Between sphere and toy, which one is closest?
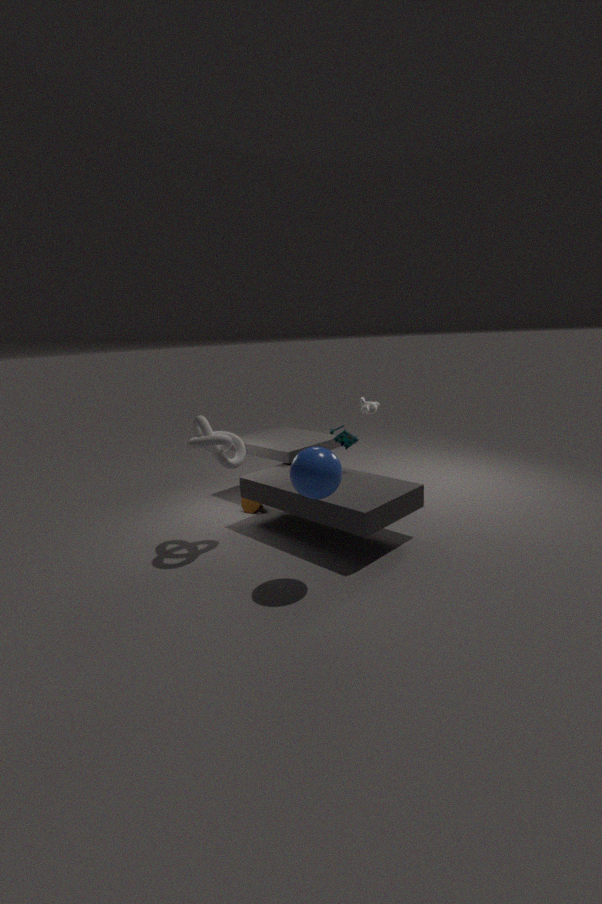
sphere
